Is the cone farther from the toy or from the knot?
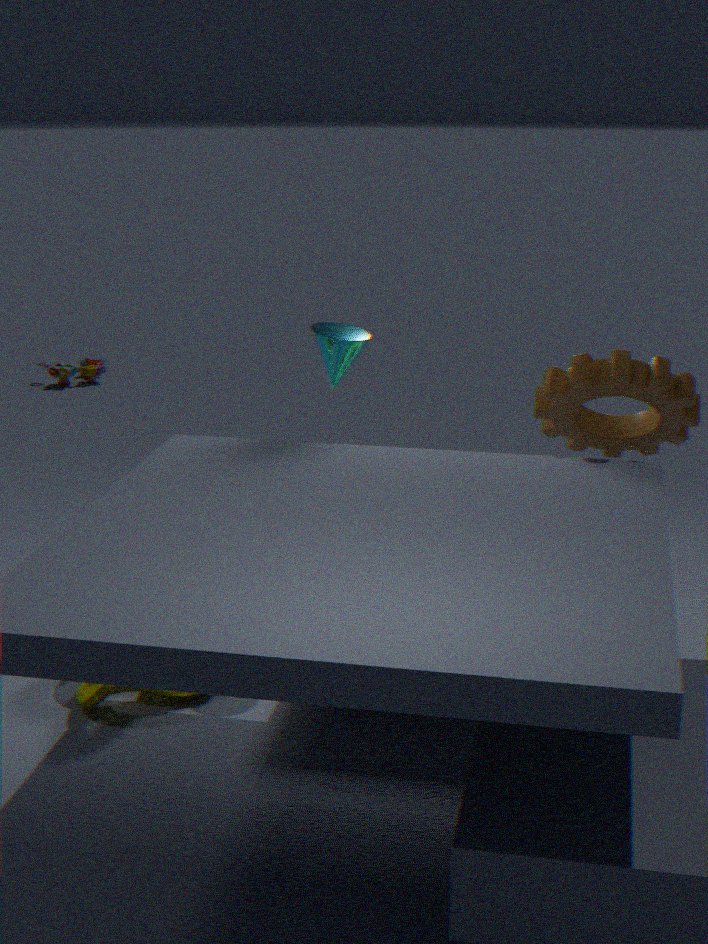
the toy
